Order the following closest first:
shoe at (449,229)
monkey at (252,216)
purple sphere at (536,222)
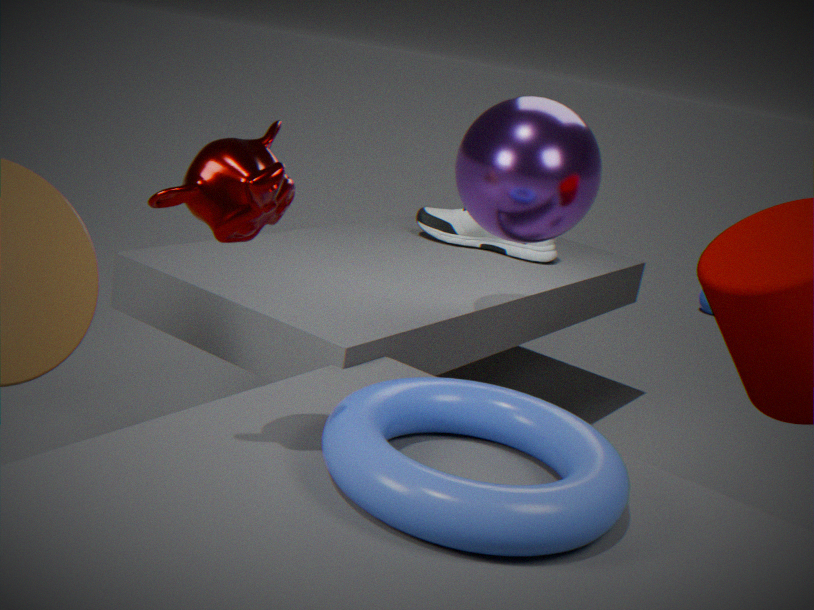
monkey at (252,216), purple sphere at (536,222), shoe at (449,229)
